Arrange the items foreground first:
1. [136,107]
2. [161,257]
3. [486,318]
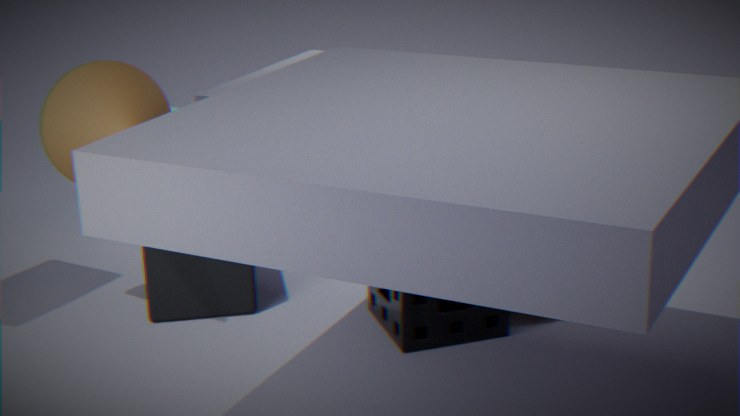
[136,107] < [486,318] < [161,257]
